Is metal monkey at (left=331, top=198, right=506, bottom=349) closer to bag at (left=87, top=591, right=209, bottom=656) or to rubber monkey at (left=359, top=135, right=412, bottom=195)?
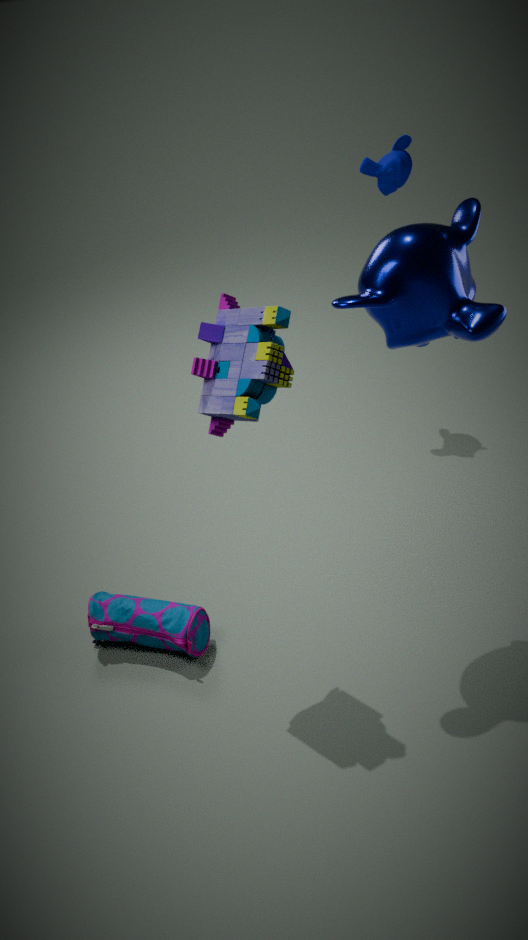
bag at (left=87, top=591, right=209, bottom=656)
